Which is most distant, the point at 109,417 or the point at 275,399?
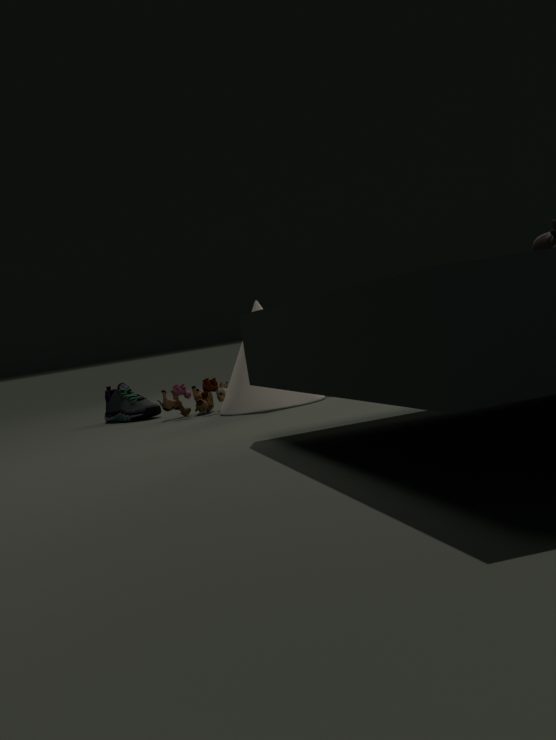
the point at 109,417
